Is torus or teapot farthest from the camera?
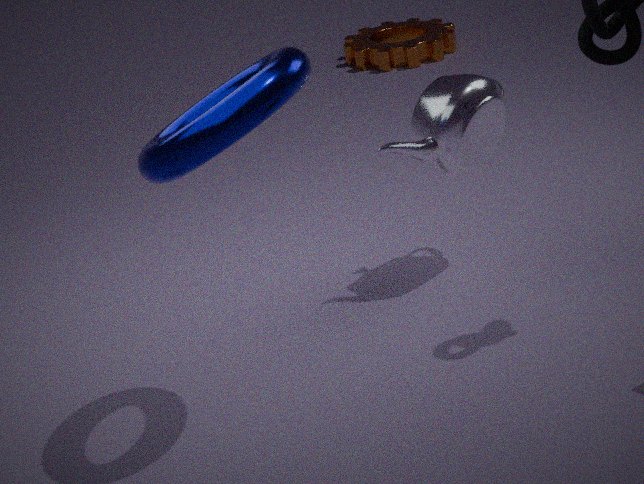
teapot
